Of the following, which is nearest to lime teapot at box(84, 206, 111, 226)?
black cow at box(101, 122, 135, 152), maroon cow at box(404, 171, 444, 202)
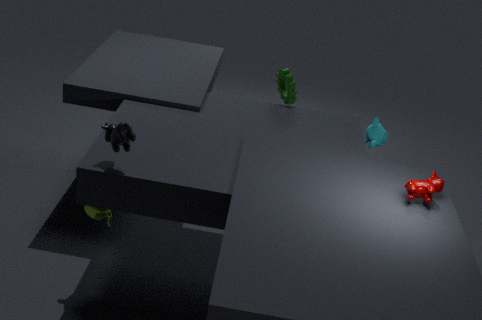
black cow at box(101, 122, 135, 152)
